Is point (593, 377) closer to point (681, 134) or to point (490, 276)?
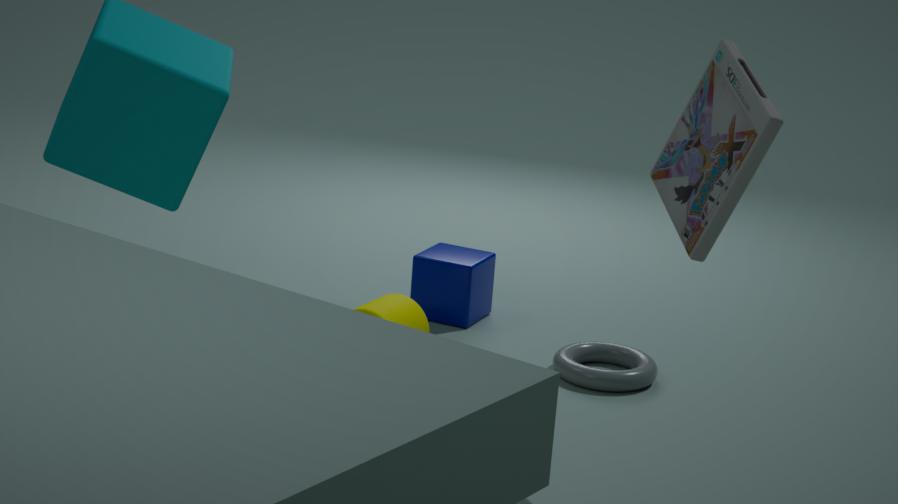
point (490, 276)
